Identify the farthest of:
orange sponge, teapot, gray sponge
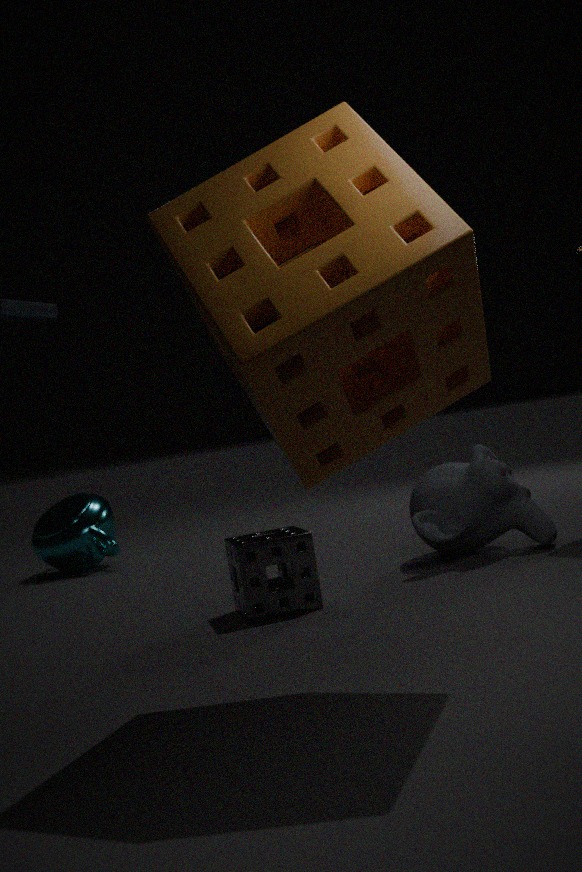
teapot
